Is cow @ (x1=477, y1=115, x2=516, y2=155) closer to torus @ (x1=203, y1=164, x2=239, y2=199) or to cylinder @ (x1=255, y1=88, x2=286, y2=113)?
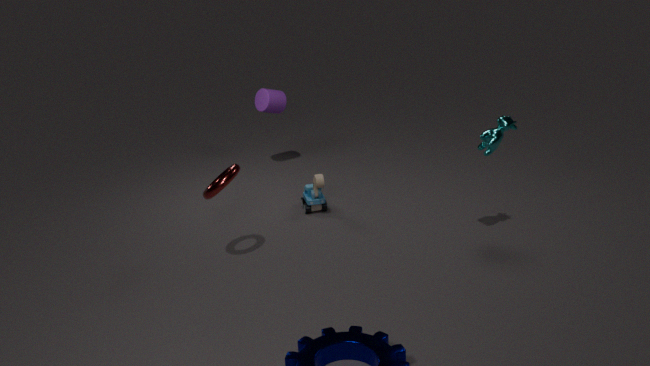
torus @ (x1=203, y1=164, x2=239, y2=199)
